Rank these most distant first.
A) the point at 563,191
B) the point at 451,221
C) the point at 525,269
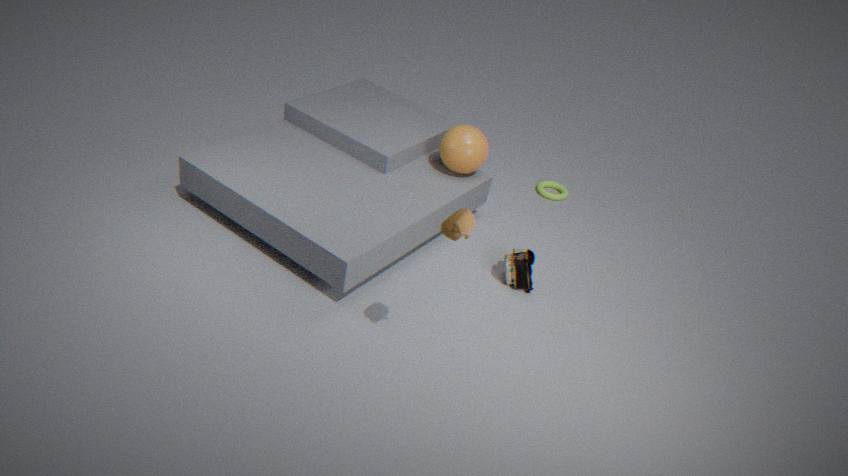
the point at 563,191, the point at 525,269, the point at 451,221
